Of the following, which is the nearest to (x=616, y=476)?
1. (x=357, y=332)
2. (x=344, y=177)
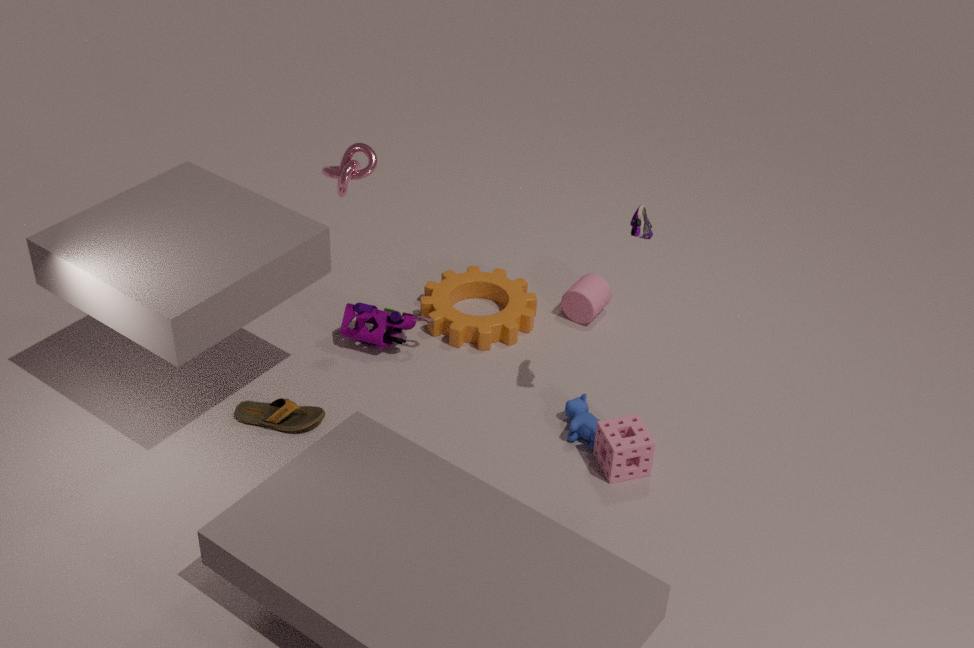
(x=357, y=332)
